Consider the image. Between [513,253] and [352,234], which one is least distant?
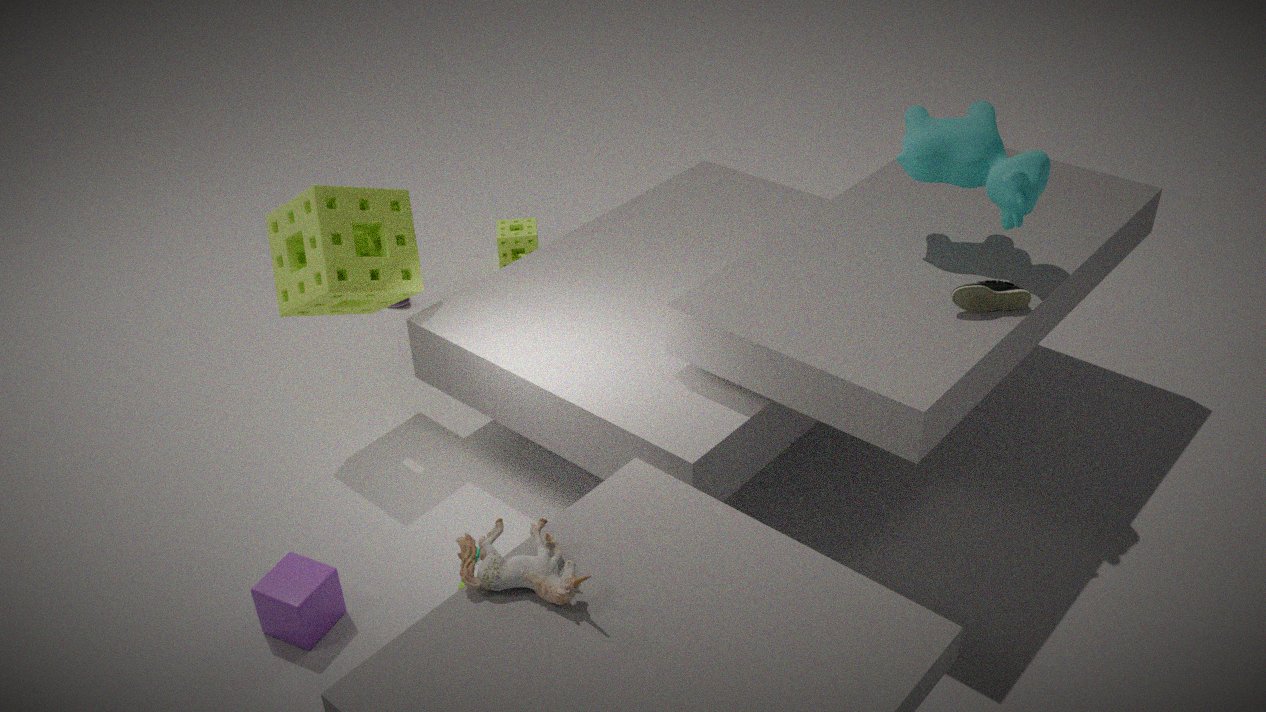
[352,234]
